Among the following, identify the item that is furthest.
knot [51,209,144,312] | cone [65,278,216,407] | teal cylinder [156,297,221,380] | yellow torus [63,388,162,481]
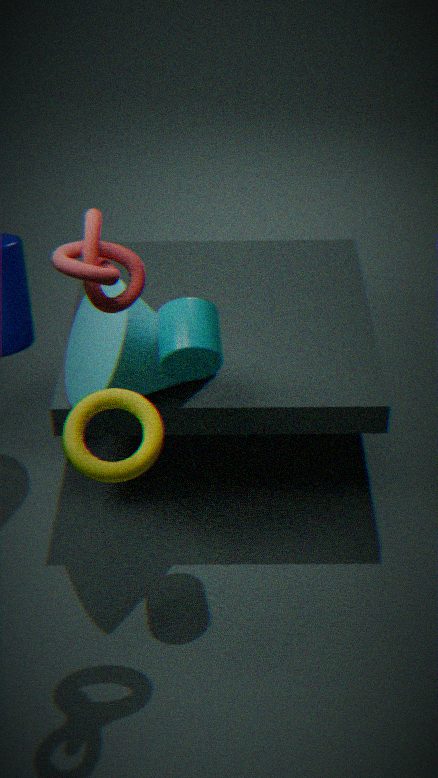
cone [65,278,216,407]
